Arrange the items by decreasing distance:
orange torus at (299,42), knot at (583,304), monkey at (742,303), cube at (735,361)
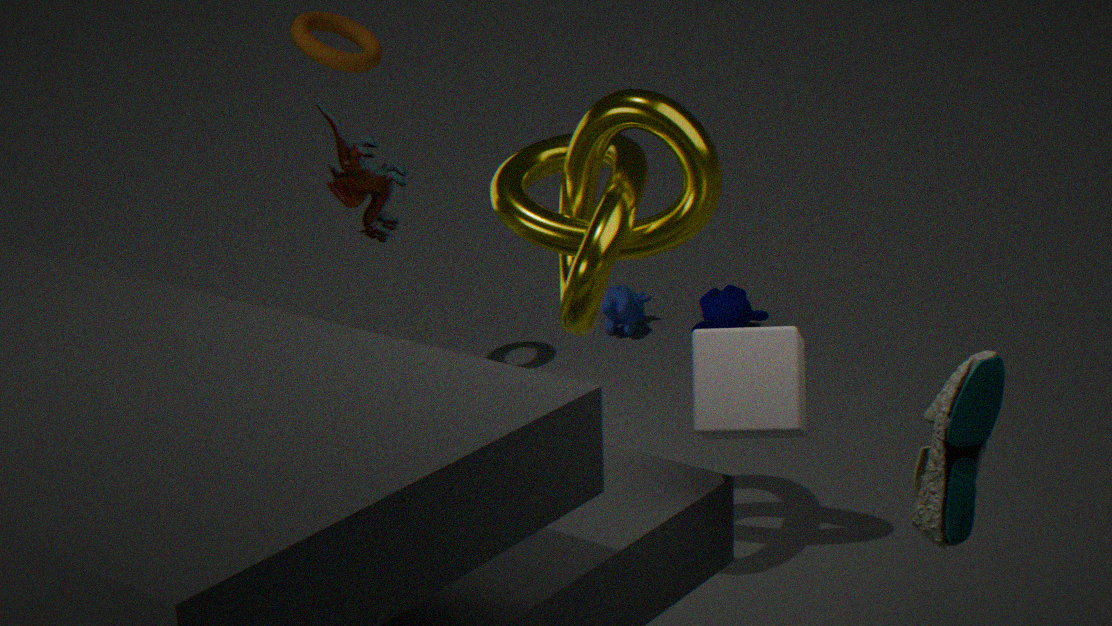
1. monkey at (742,303)
2. orange torus at (299,42)
3. knot at (583,304)
4. cube at (735,361)
